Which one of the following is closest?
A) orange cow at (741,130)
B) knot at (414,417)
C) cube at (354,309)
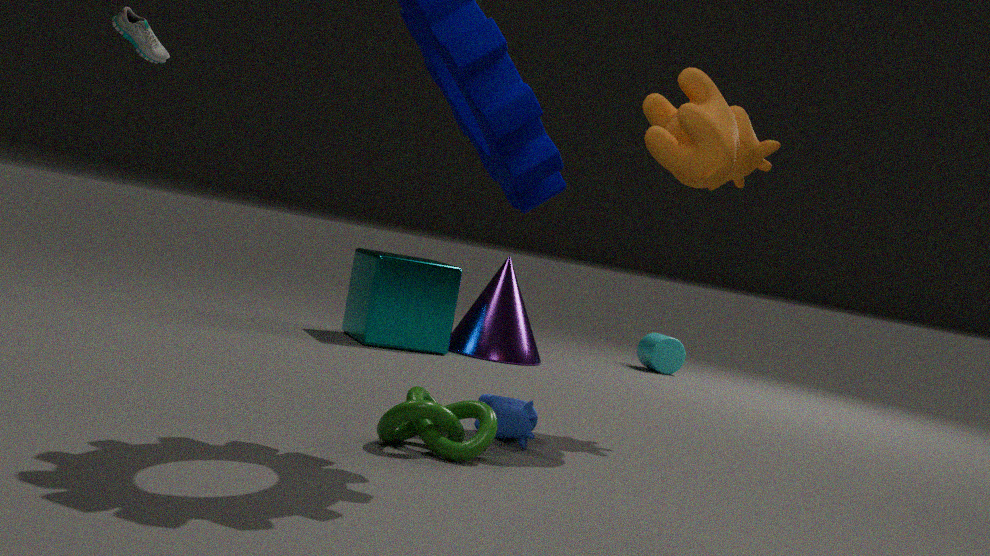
B. knot at (414,417)
